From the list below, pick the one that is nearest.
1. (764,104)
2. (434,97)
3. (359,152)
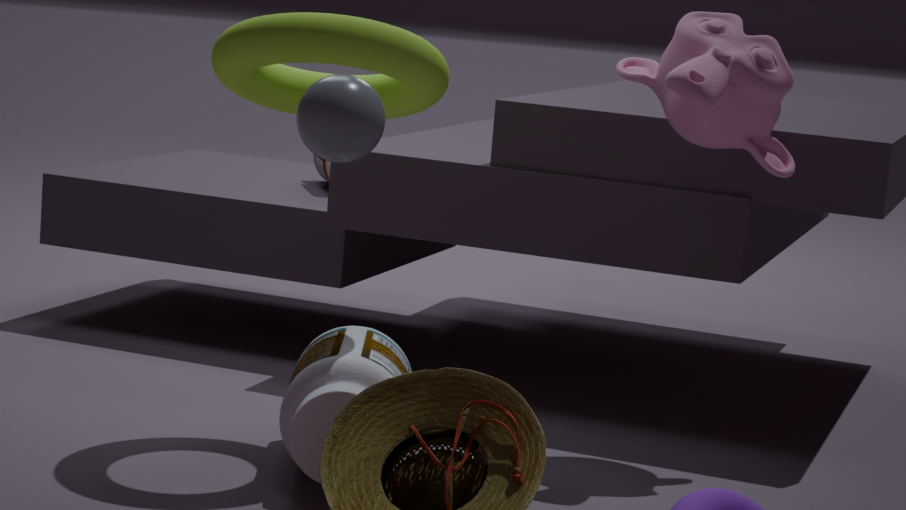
(359,152)
